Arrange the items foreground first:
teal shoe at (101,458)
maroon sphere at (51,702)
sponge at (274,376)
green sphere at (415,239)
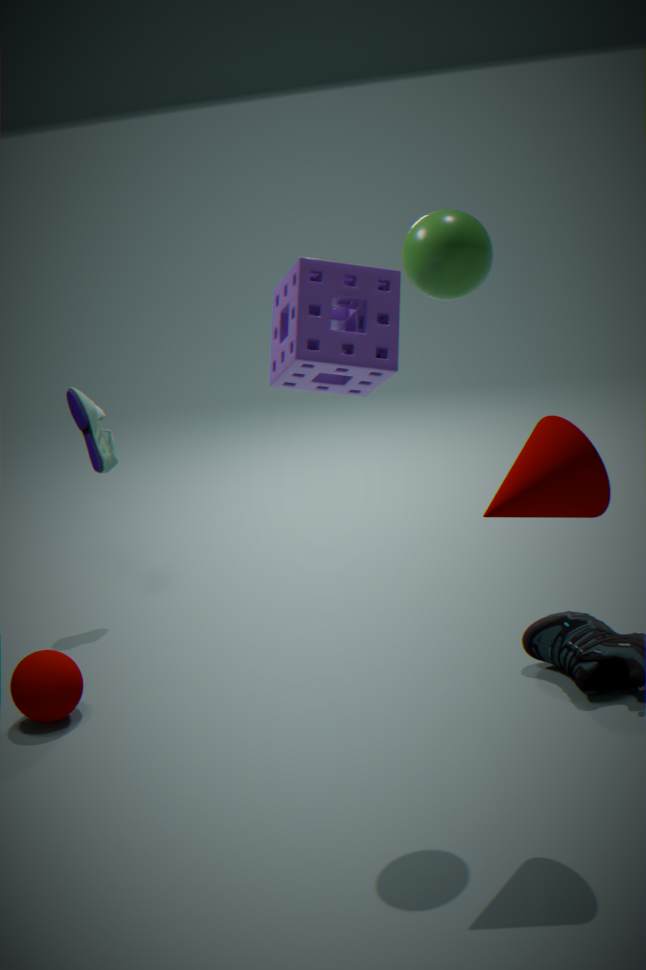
sponge at (274,376) < green sphere at (415,239) < maroon sphere at (51,702) < teal shoe at (101,458)
